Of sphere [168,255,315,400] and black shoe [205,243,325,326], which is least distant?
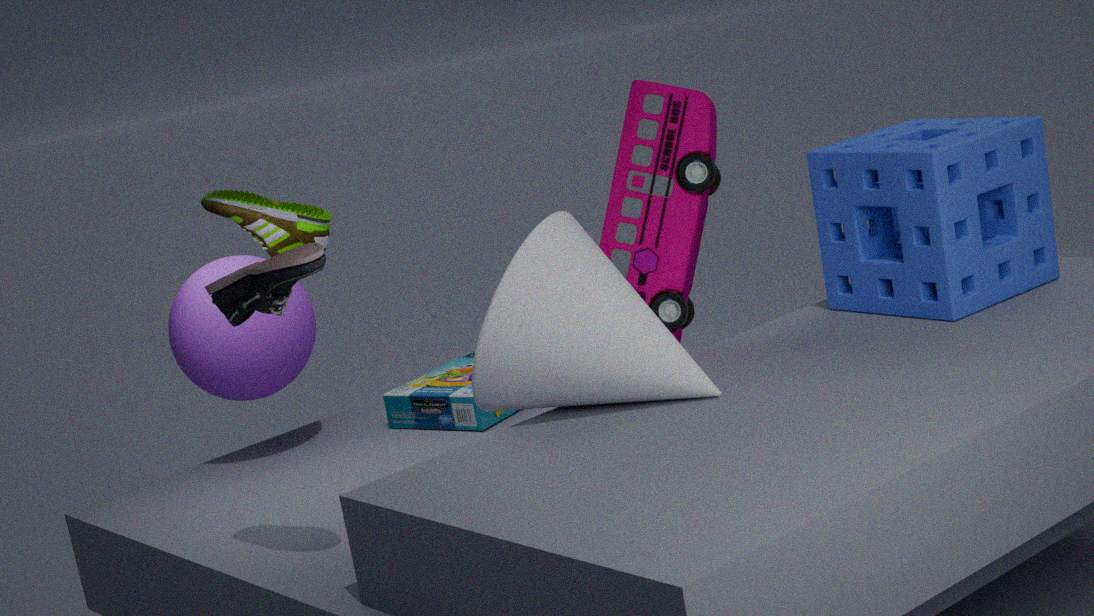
black shoe [205,243,325,326]
